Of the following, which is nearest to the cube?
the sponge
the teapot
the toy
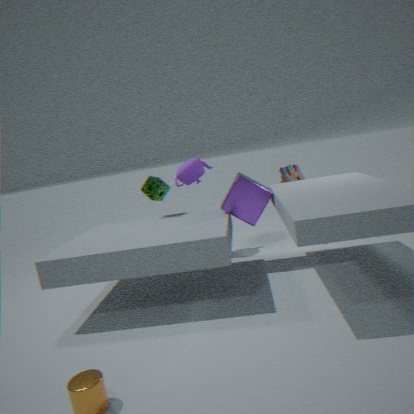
the toy
